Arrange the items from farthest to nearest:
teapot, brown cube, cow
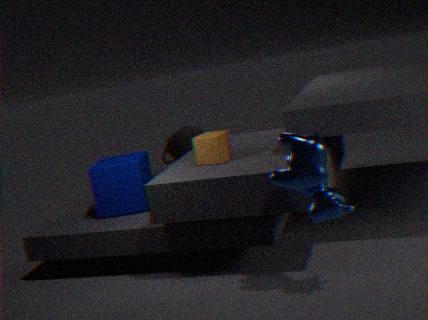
teapot → brown cube → cow
